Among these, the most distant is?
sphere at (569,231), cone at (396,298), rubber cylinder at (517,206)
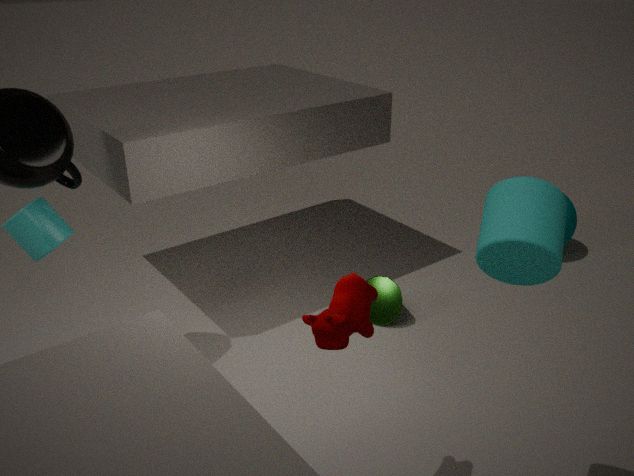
sphere at (569,231)
